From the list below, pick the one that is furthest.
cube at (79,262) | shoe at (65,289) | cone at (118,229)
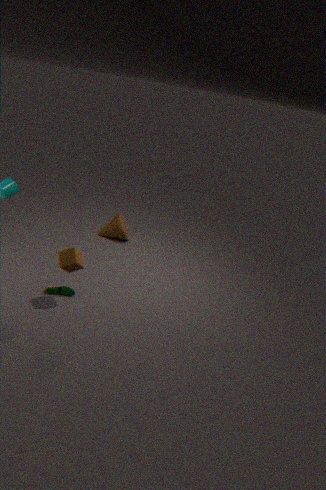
cone at (118,229)
